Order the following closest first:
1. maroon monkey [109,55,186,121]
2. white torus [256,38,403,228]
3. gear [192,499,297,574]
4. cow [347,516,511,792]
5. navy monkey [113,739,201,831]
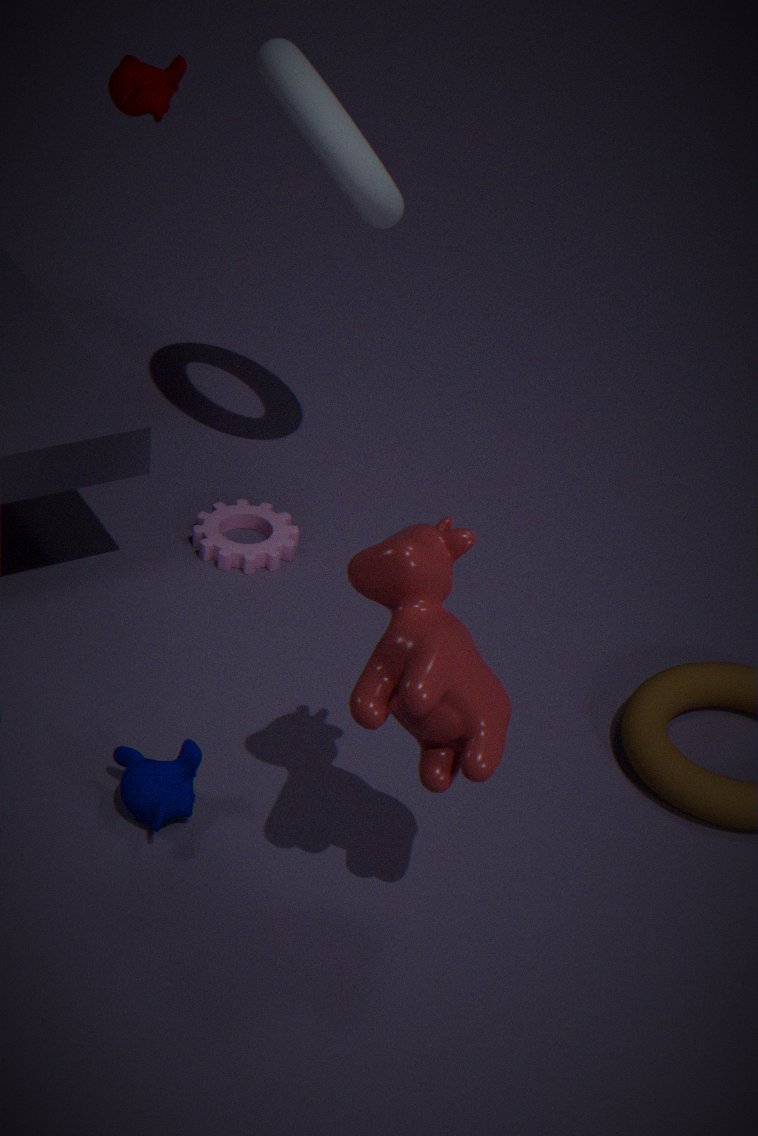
cow [347,516,511,792]
navy monkey [113,739,201,831]
white torus [256,38,403,228]
maroon monkey [109,55,186,121]
gear [192,499,297,574]
